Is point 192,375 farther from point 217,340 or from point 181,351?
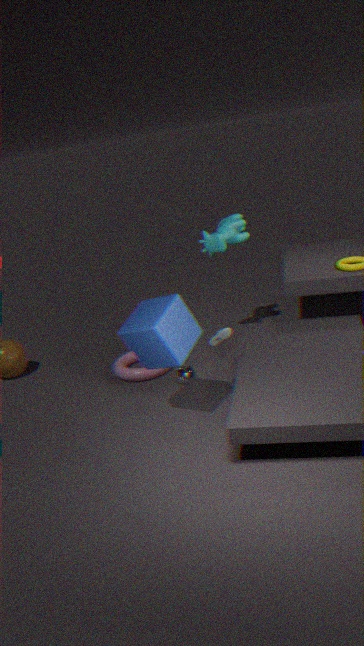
point 181,351
